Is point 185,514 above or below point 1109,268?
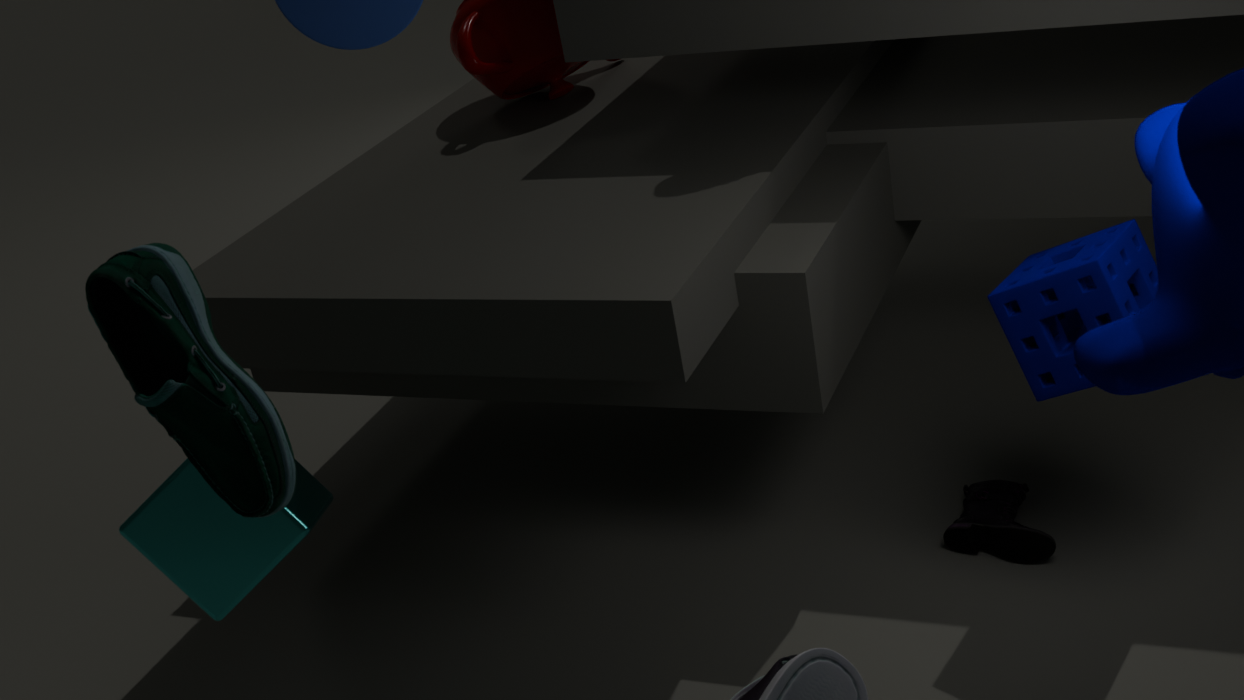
above
